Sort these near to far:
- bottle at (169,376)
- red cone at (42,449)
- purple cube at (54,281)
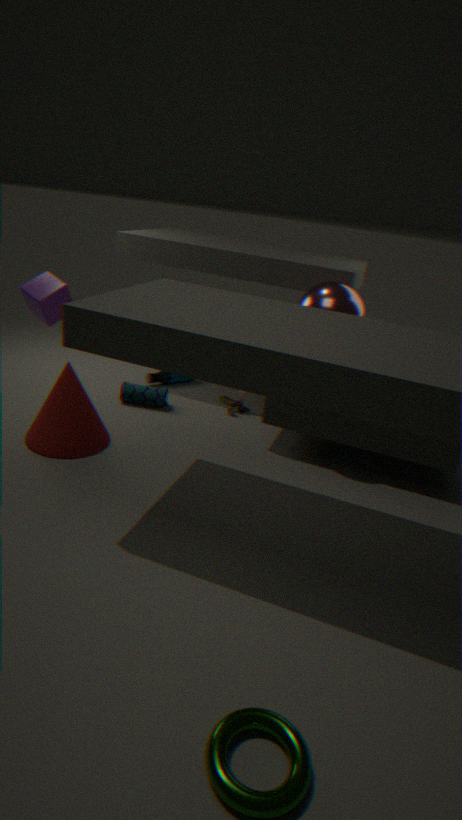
red cone at (42,449)
purple cube at (54,281)
bottle at (169,376)
